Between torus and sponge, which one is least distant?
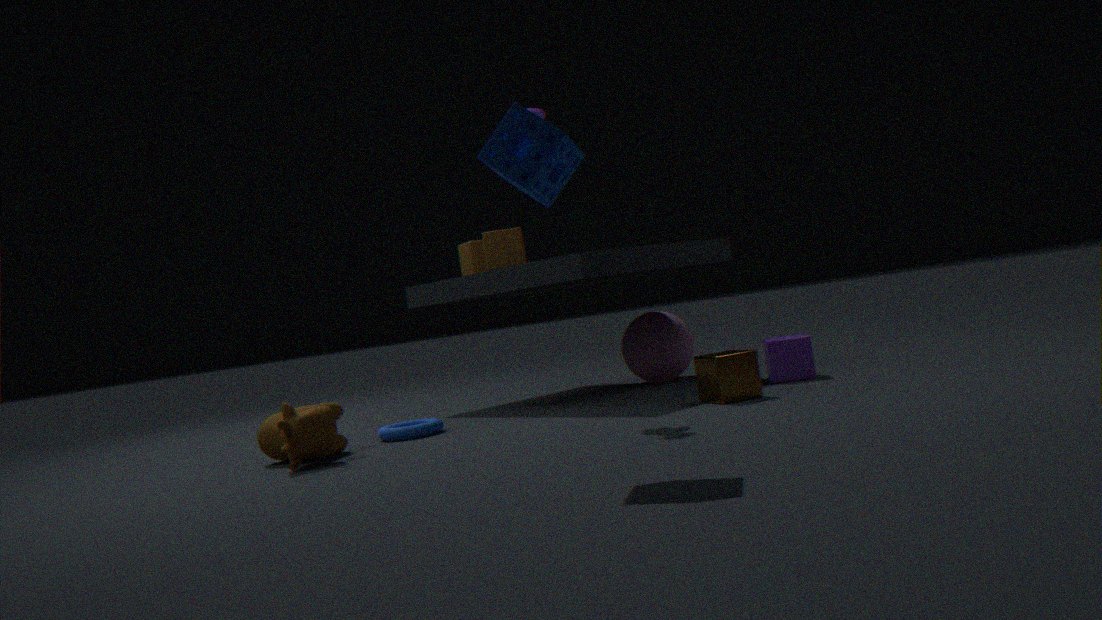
sponge
